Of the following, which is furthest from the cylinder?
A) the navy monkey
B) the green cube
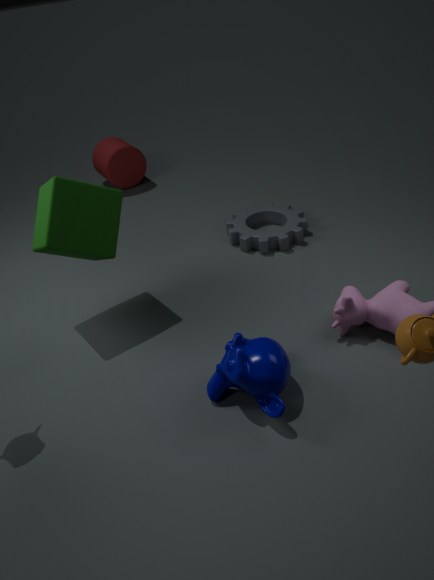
the navy monkey
